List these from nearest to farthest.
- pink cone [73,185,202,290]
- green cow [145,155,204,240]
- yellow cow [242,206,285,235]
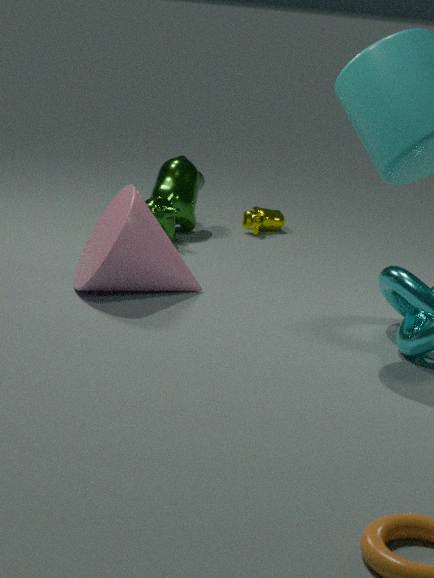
pink cone [73,185,202,290], green cow [145,155,204,240], yellow cow [242,206,285,235]
